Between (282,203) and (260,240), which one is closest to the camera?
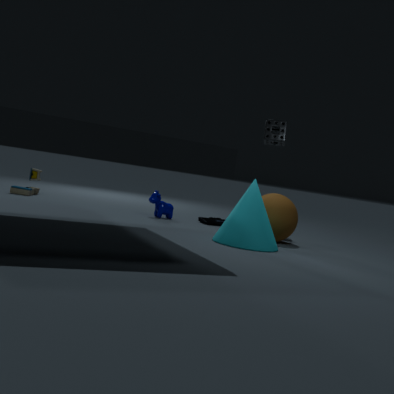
(260,240)
